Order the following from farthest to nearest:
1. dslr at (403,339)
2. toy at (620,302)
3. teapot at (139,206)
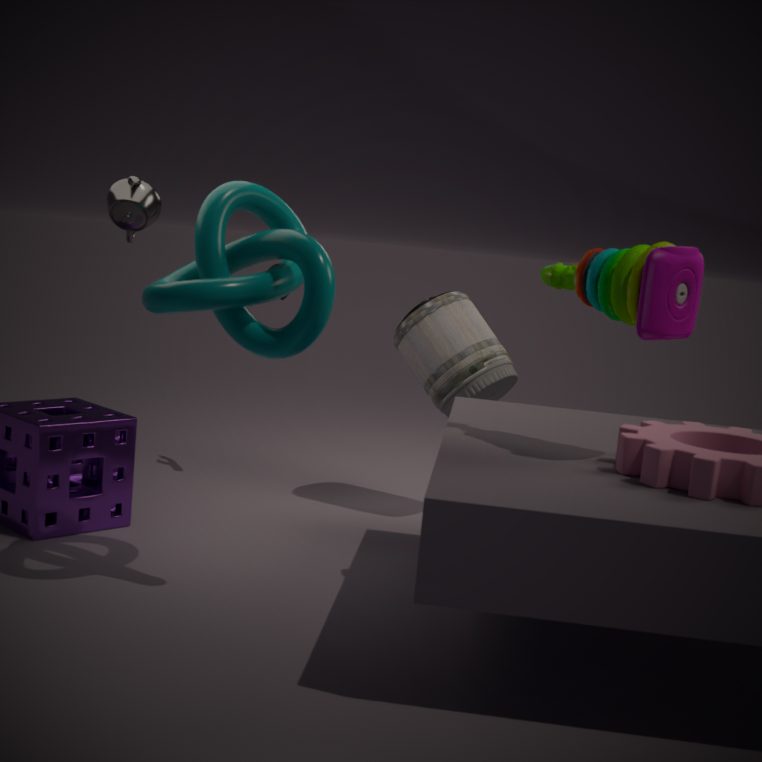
dslr at (403,339)
teapot at (139,206)
toy at (620,302)
